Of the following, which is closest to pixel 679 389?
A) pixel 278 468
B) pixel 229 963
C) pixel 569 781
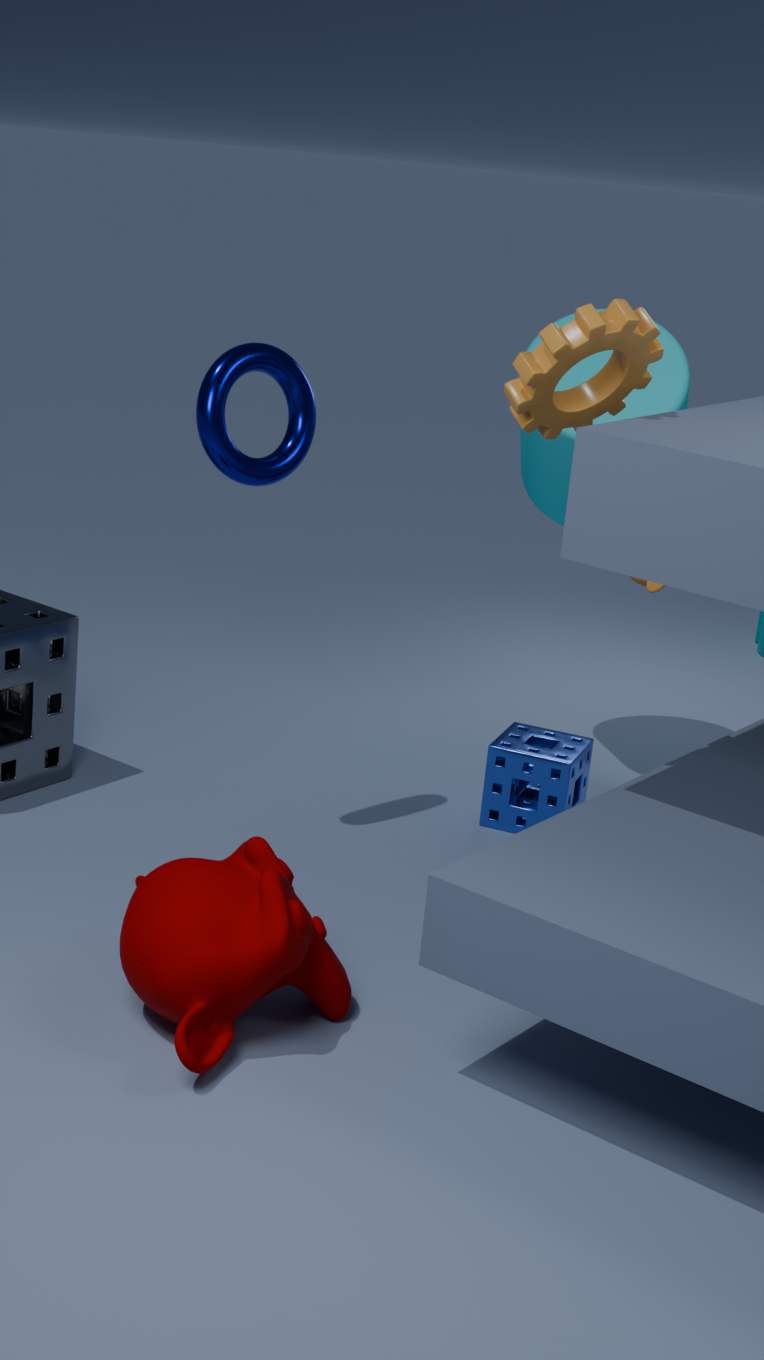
pixel 569 781
